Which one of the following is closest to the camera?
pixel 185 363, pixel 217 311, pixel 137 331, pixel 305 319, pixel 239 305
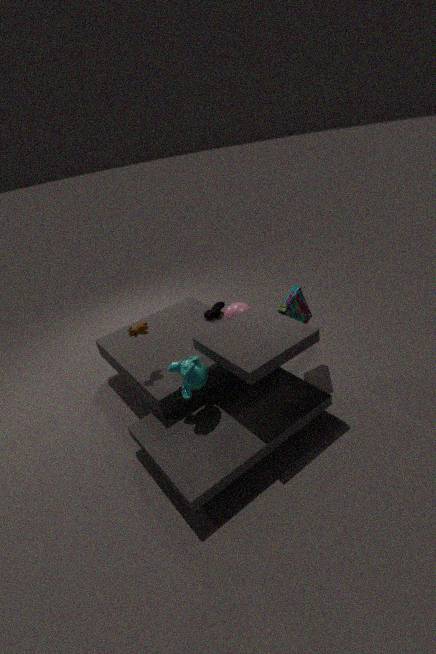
pixel 185 363
